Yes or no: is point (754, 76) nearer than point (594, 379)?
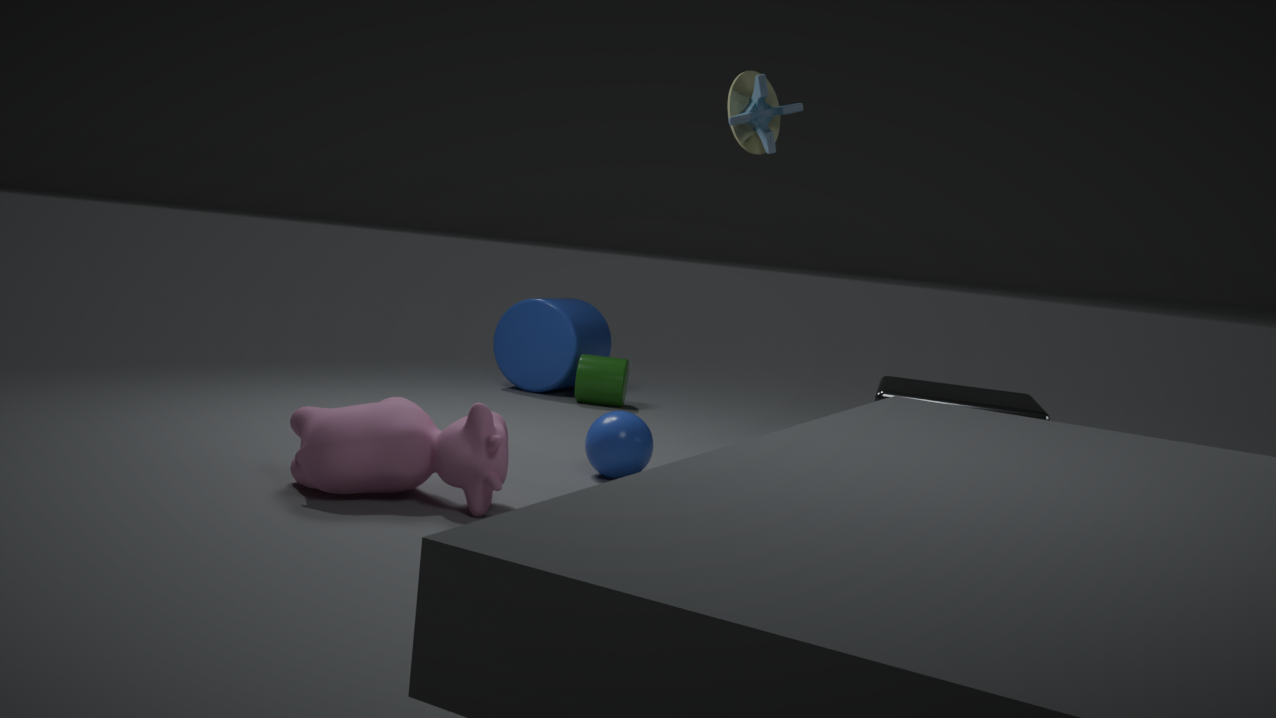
Yes
